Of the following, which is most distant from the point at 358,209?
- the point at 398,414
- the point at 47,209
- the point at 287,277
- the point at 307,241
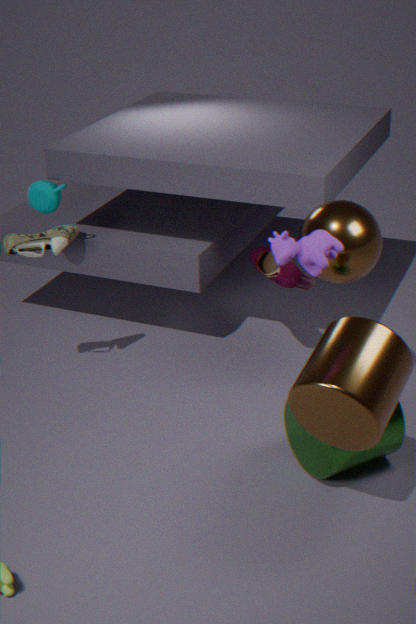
the point at 47,209
